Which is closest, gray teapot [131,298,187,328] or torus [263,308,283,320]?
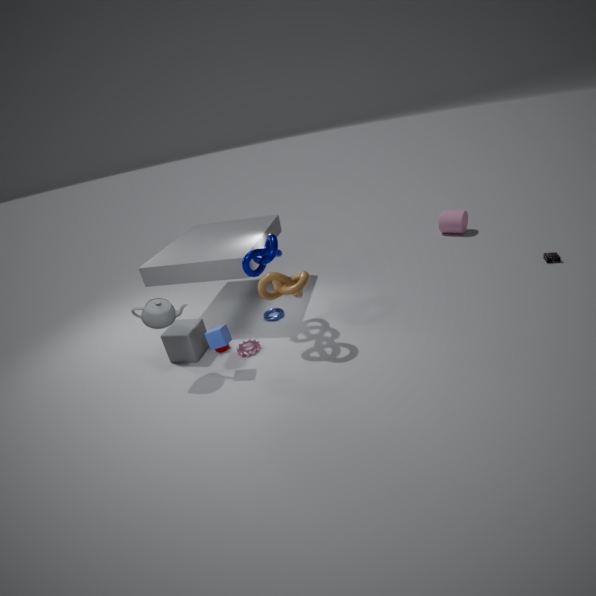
gray teapot [131,298,187,328]
